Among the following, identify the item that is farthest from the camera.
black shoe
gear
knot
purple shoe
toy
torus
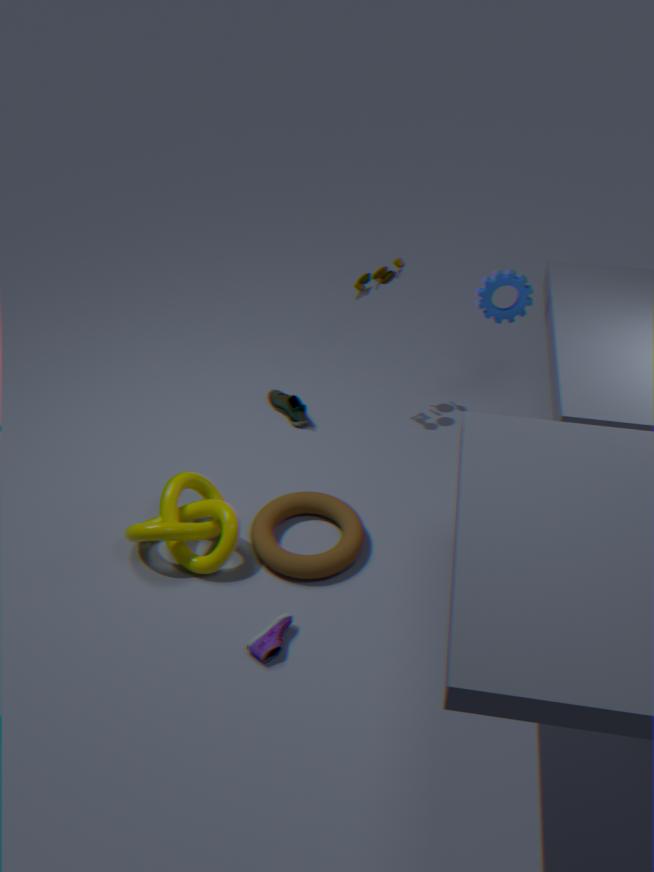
black shoe
